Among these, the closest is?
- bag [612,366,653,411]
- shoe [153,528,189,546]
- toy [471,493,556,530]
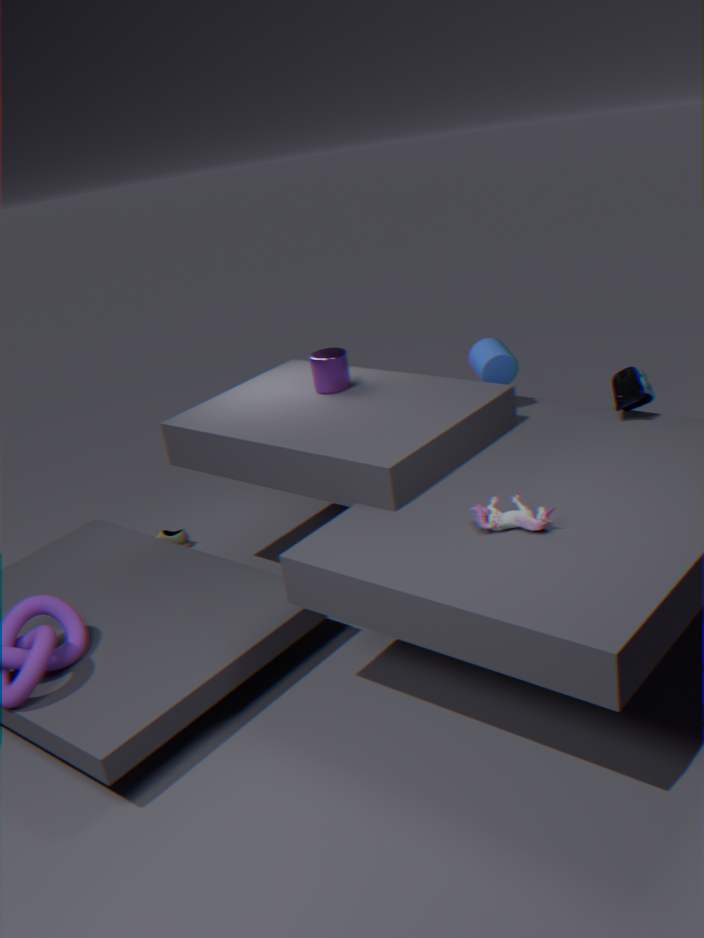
toy [471,493,556,530]
